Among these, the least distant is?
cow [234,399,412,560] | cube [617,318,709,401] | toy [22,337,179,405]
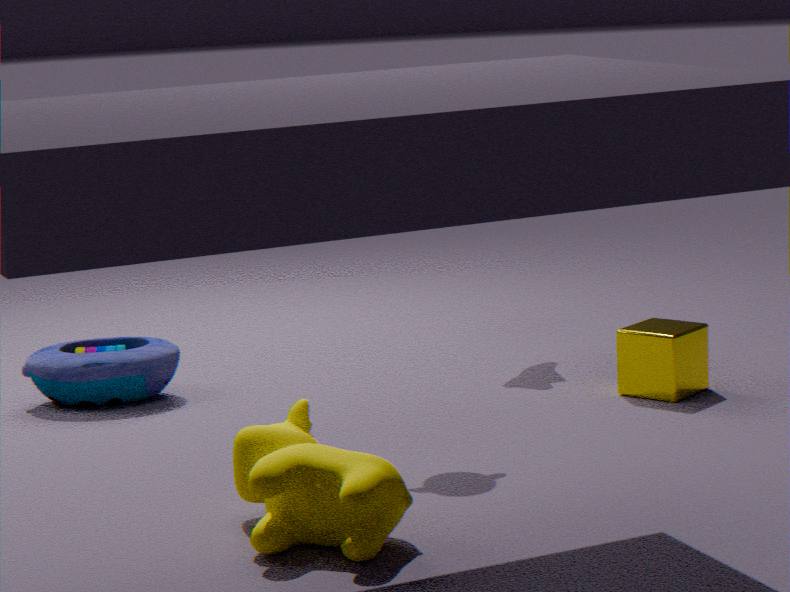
cow [234,399,412,560]
